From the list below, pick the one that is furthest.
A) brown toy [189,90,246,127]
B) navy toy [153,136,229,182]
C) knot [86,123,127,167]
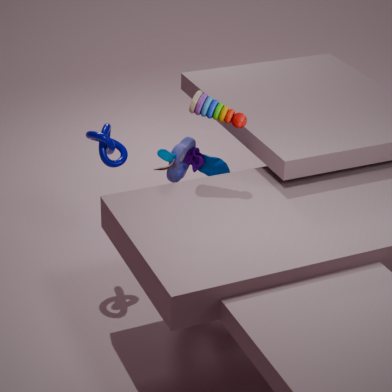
navy toy [153,136,229,182]
